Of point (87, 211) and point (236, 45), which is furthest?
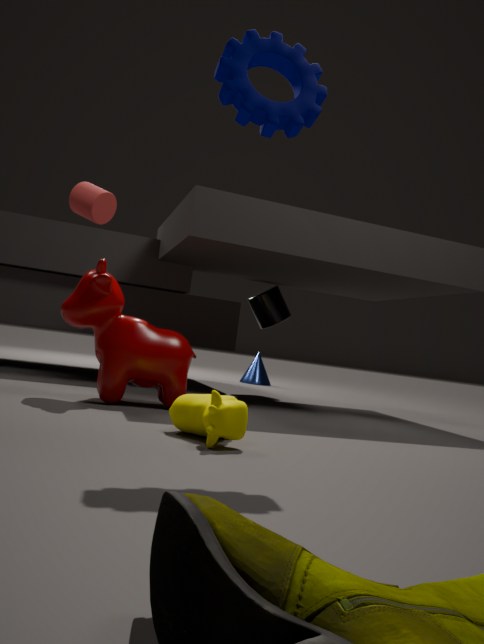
point (87, 211)
